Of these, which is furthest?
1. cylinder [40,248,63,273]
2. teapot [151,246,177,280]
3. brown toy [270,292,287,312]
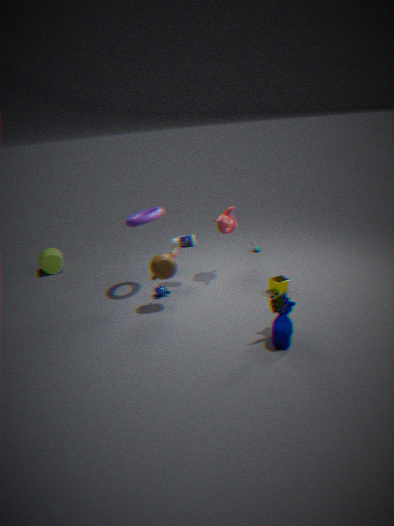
cylinder [40,248,63,273]
